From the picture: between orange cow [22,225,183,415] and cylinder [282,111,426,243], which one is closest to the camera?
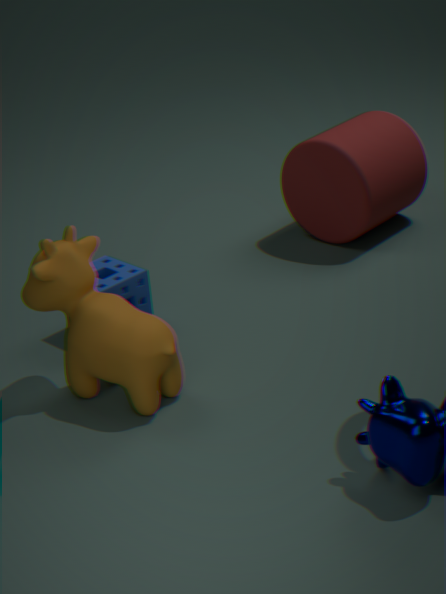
orange cow [22,225,183,415]
